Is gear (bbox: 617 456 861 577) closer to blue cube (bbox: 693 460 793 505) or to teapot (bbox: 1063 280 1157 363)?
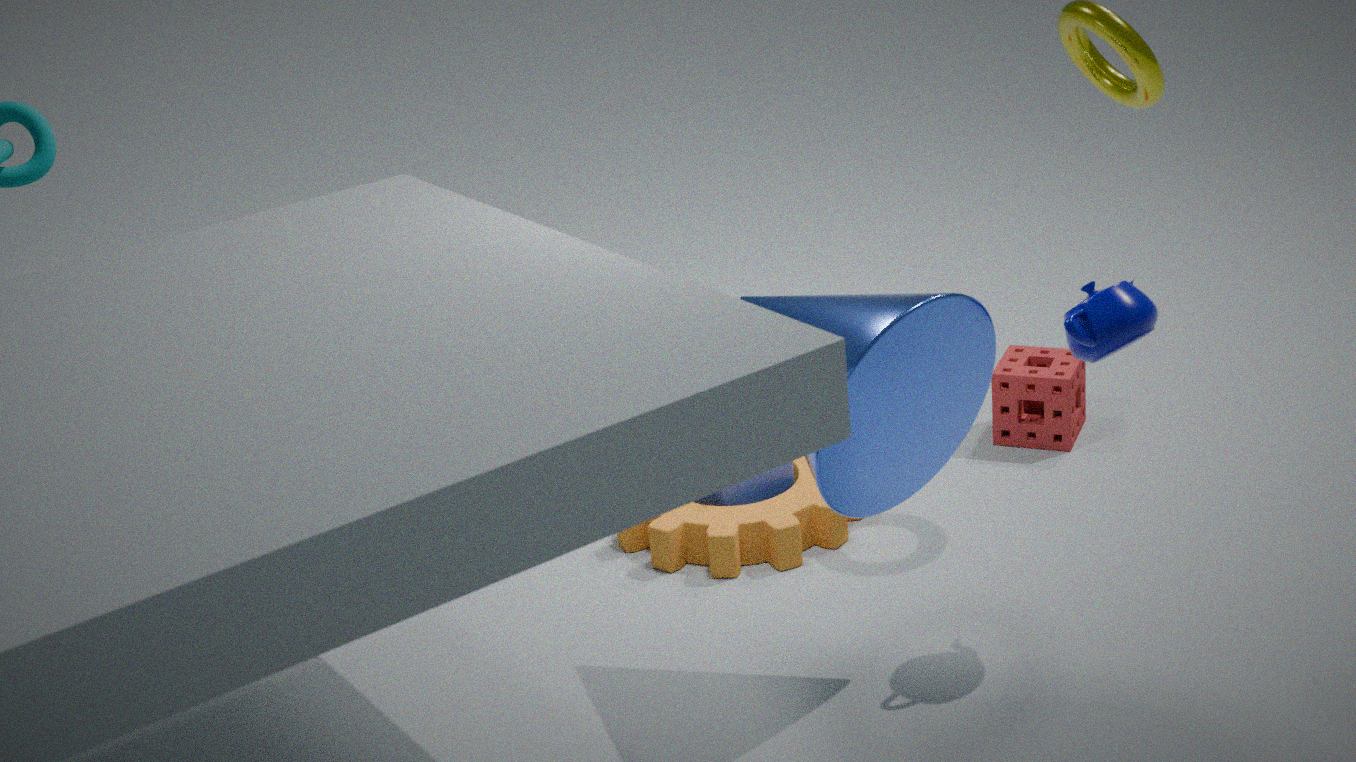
blue cube (bbox: 693 460 793 505)
